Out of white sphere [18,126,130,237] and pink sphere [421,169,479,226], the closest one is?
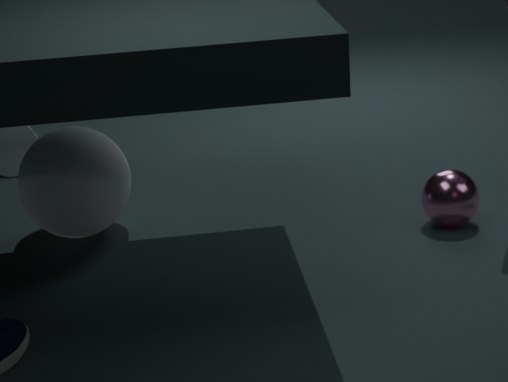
pink sphere [421,169,479,226]
